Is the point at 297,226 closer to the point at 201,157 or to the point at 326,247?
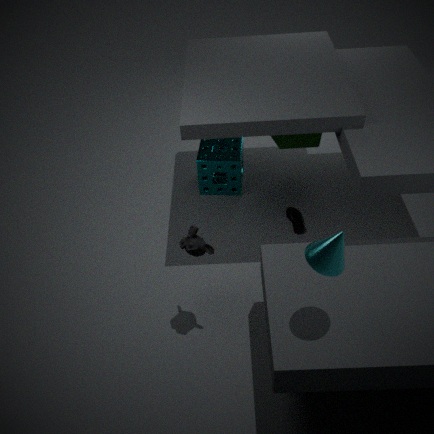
the point at 201,157
